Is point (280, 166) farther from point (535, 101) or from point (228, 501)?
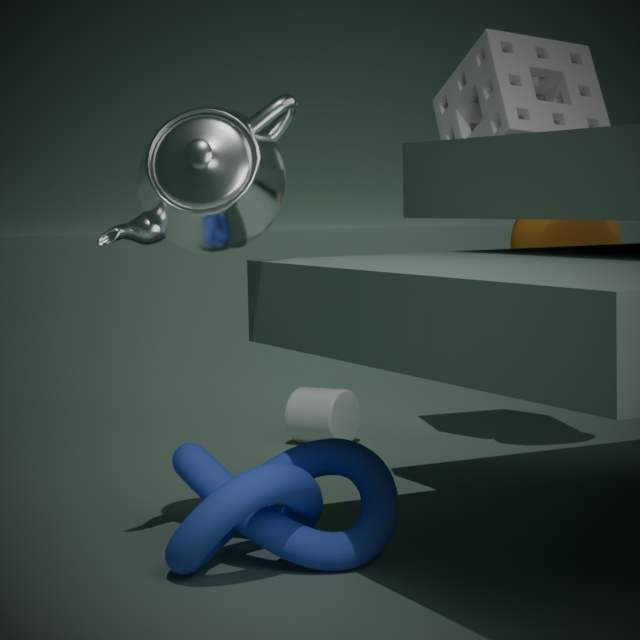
point (535, 101)
